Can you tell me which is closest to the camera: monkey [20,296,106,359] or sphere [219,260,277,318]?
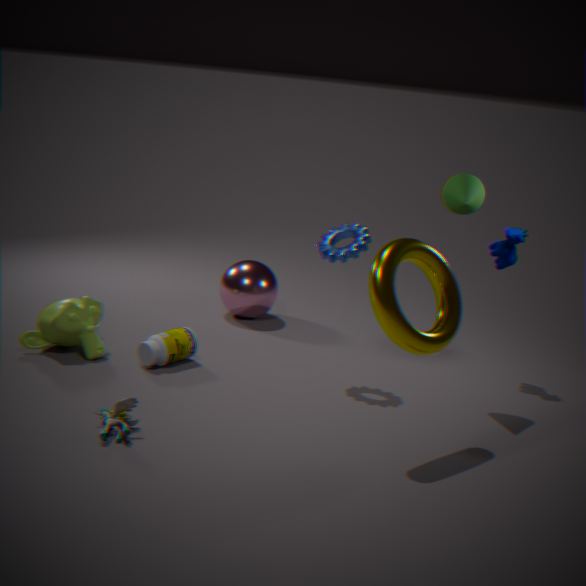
monkey [20,296,106,359]
